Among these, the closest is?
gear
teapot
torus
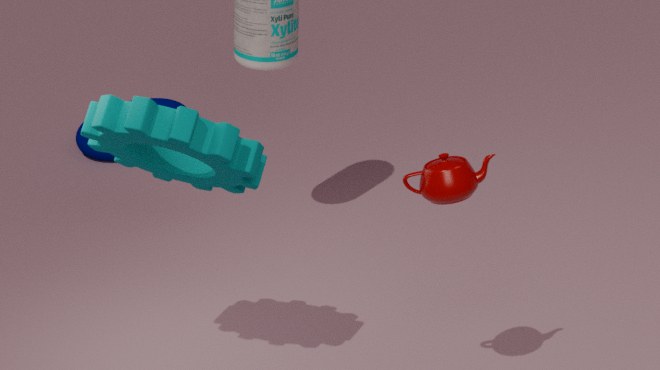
teapot
